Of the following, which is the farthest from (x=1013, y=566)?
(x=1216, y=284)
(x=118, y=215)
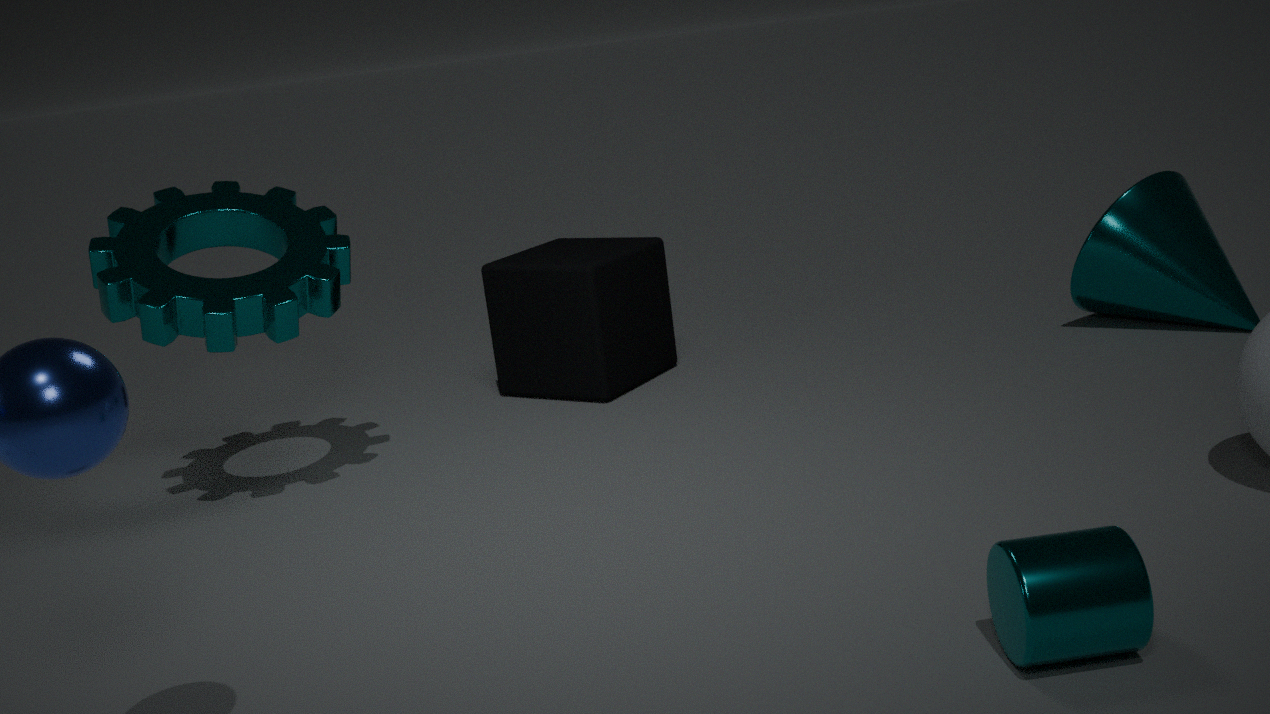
(x=118, y=215)
